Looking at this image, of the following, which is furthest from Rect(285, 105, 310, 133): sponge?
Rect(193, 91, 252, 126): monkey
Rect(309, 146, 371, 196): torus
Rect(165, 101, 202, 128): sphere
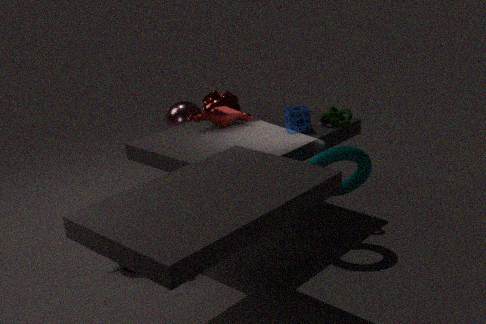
Rect(165, 101, 202, 128): sphere
